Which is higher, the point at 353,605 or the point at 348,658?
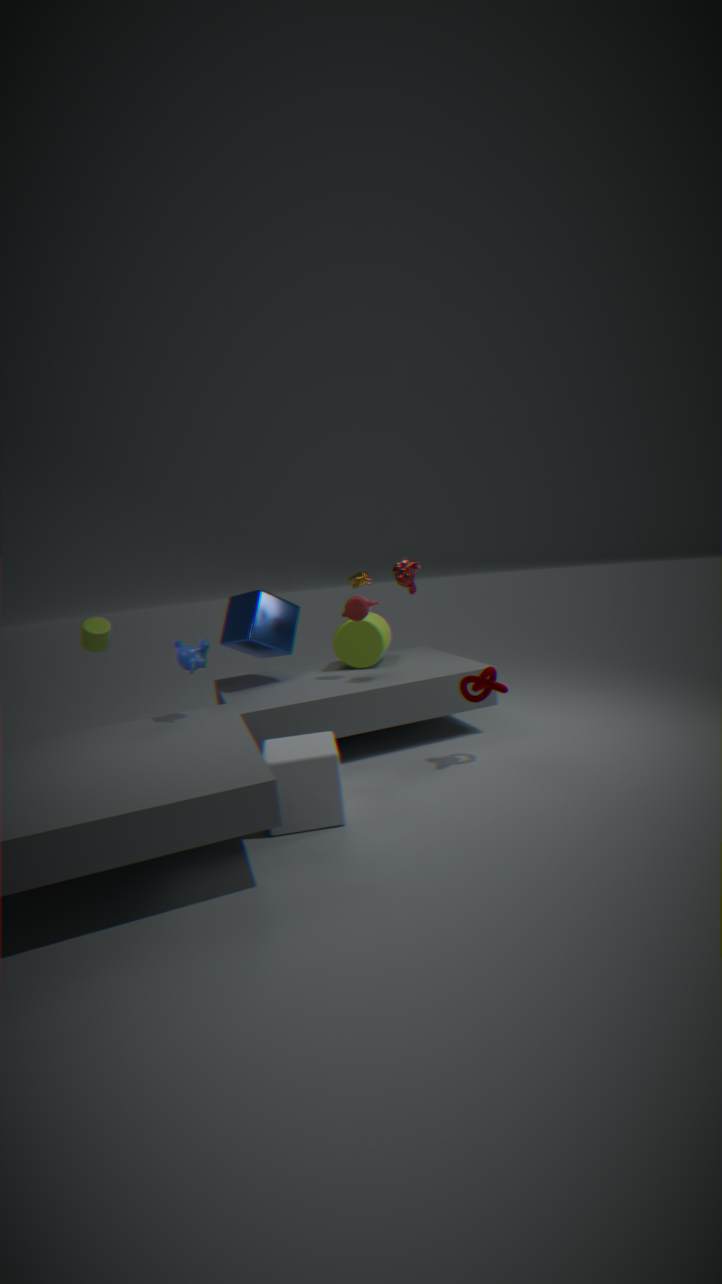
the point at 353,605
